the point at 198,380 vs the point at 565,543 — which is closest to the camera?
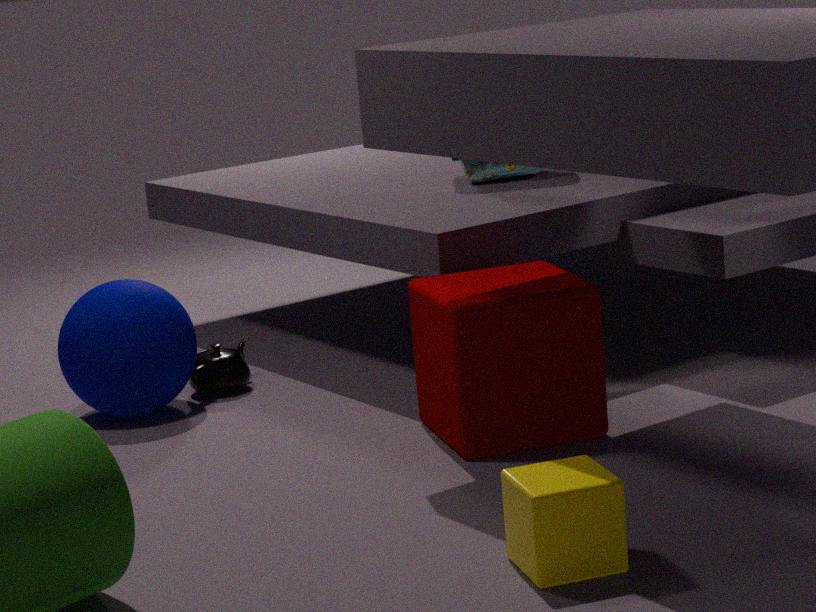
the point at 565,543
